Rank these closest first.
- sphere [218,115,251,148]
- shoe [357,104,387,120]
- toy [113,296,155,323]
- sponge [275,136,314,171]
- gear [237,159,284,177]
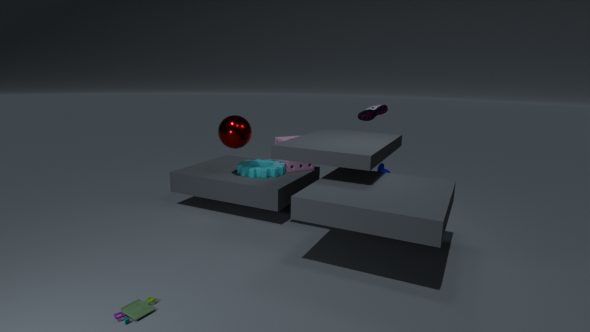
toy [113,296,155,323], sphere [218,115,251,148], gear [237,159,284,177], sponge [275,136,314,171], shoe [357,104,387,120]
